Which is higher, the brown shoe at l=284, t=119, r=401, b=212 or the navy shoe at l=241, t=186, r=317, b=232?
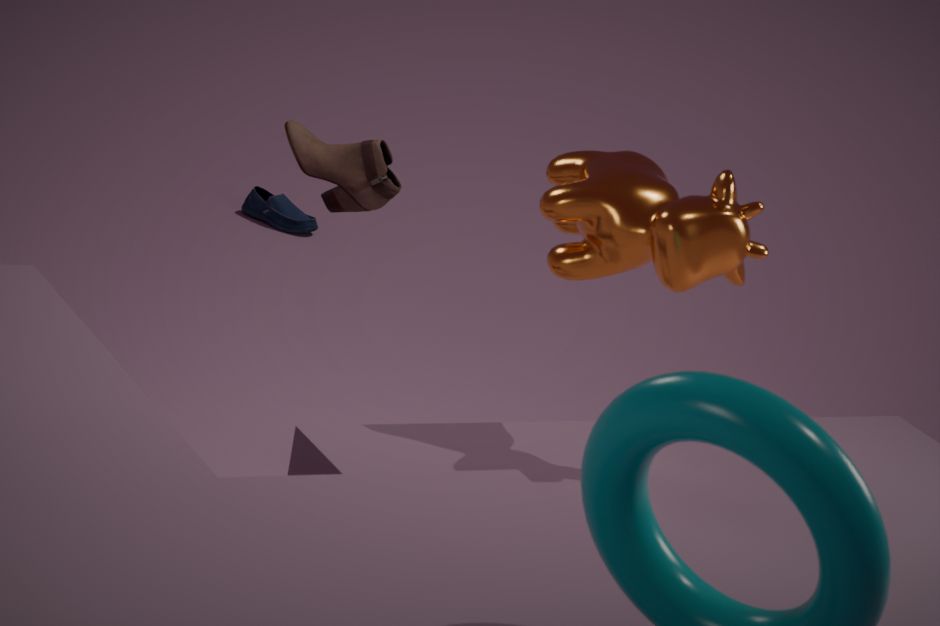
the brown shoe at l=284, t=119, r=401, b=212
